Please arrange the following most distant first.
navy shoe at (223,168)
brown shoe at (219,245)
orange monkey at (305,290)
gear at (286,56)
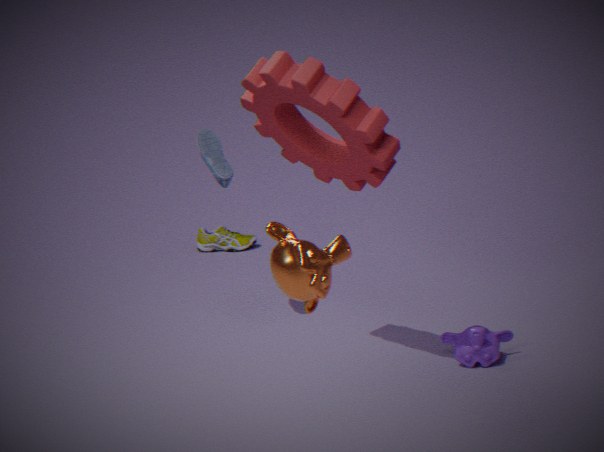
brown shoe at (219,245), navy shoe at (223,168), gear at (286,56), orange monkey at (305,290)
